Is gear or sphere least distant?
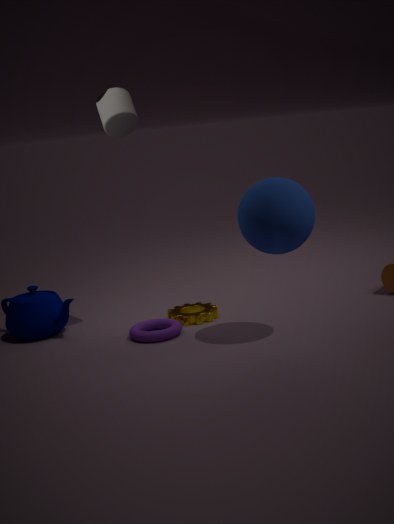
sphere
